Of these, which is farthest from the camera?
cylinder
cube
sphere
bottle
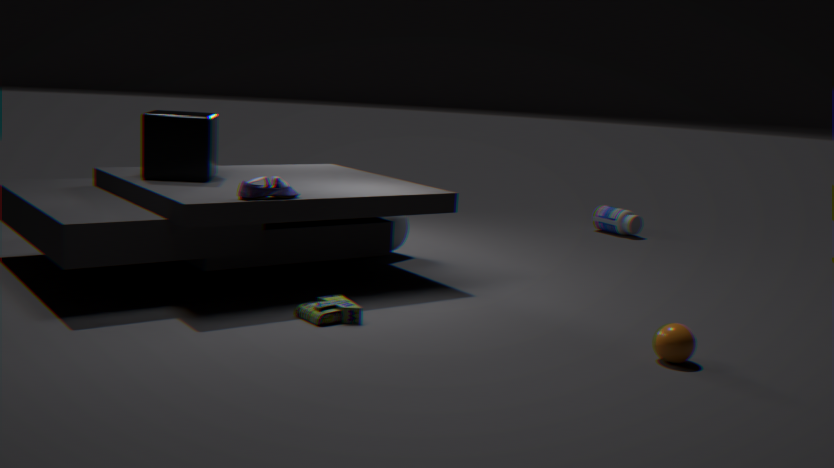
bottle
